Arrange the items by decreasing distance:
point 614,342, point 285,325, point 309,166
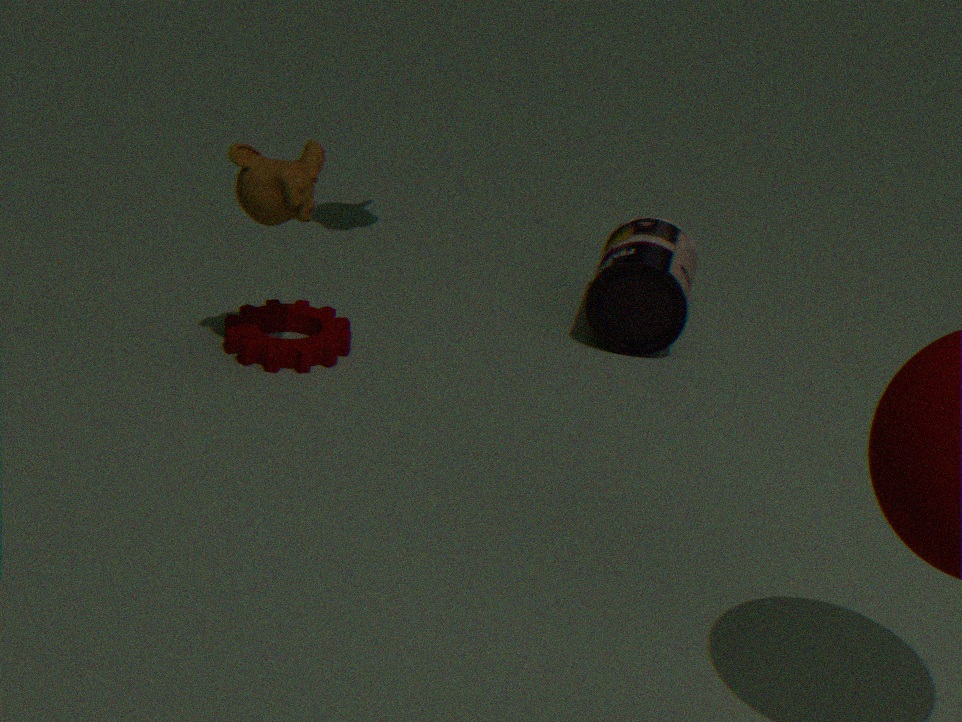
point 614,342
point 285,325
point 309,166
